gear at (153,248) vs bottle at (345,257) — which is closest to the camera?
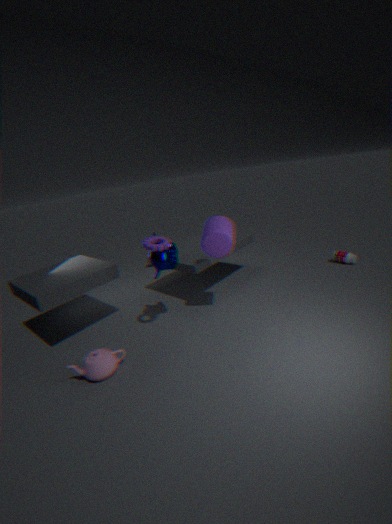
gear at (153,248)
